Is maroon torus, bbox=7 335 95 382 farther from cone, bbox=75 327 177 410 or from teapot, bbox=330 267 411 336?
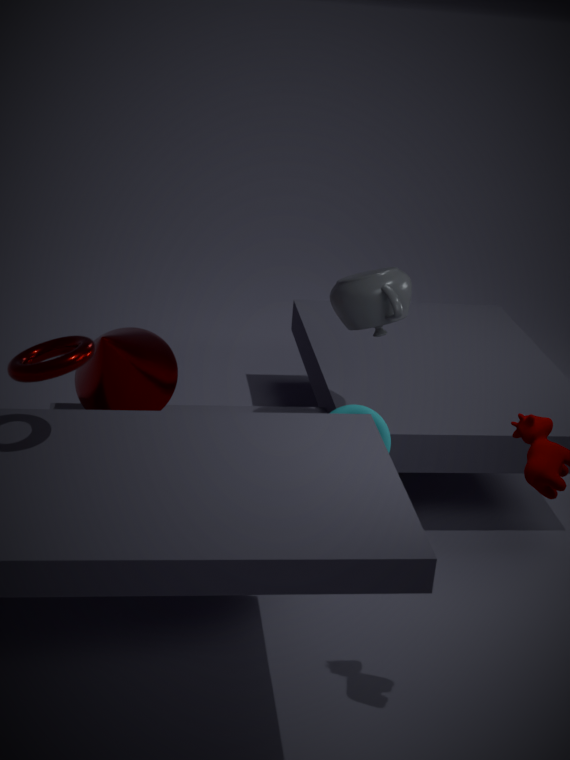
teapot, bbox=330 267 411 336
